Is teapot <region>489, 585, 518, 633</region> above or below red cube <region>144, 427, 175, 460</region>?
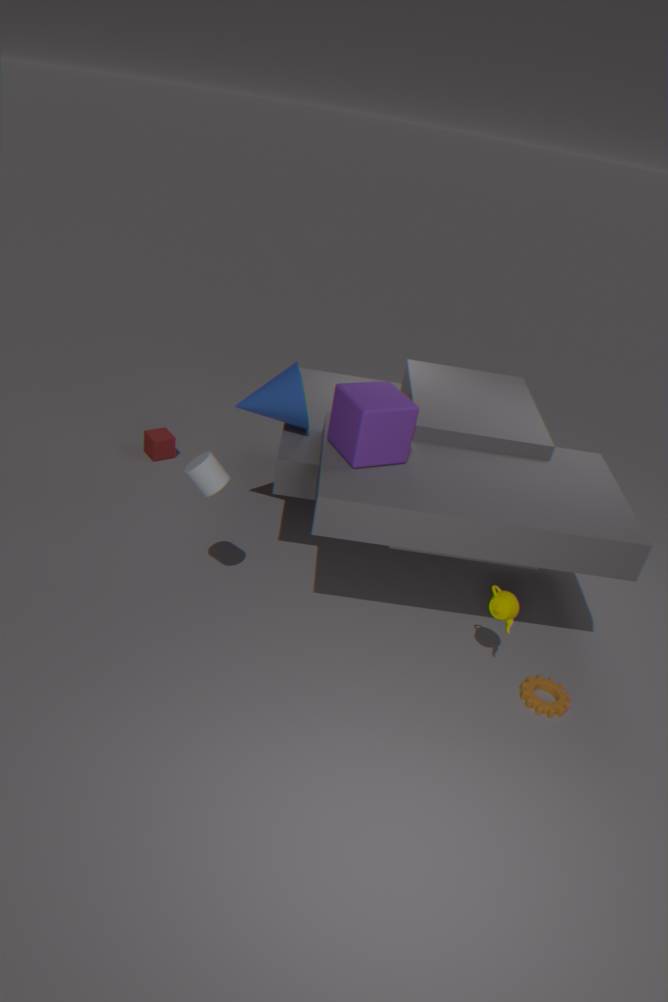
above
